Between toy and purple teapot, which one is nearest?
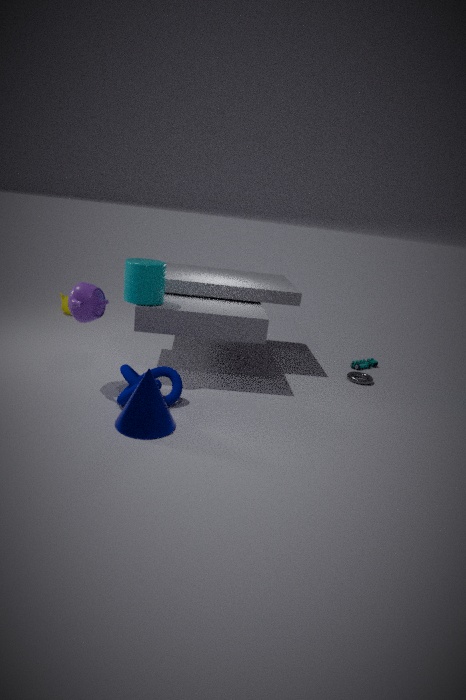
purple teapot
